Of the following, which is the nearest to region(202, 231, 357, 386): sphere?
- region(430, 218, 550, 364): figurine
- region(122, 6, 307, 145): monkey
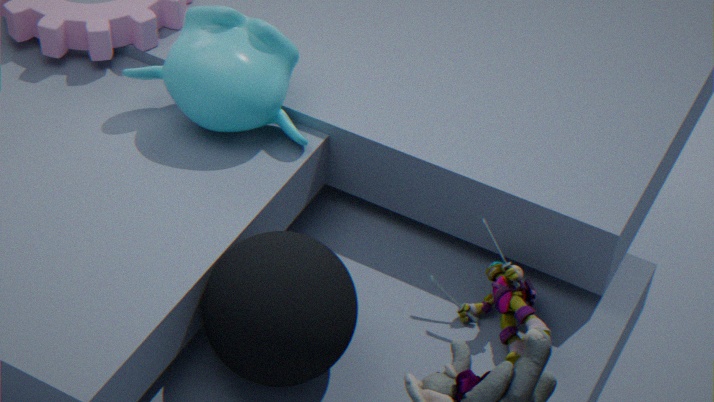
region(430, 218, 550, 364): figurine
